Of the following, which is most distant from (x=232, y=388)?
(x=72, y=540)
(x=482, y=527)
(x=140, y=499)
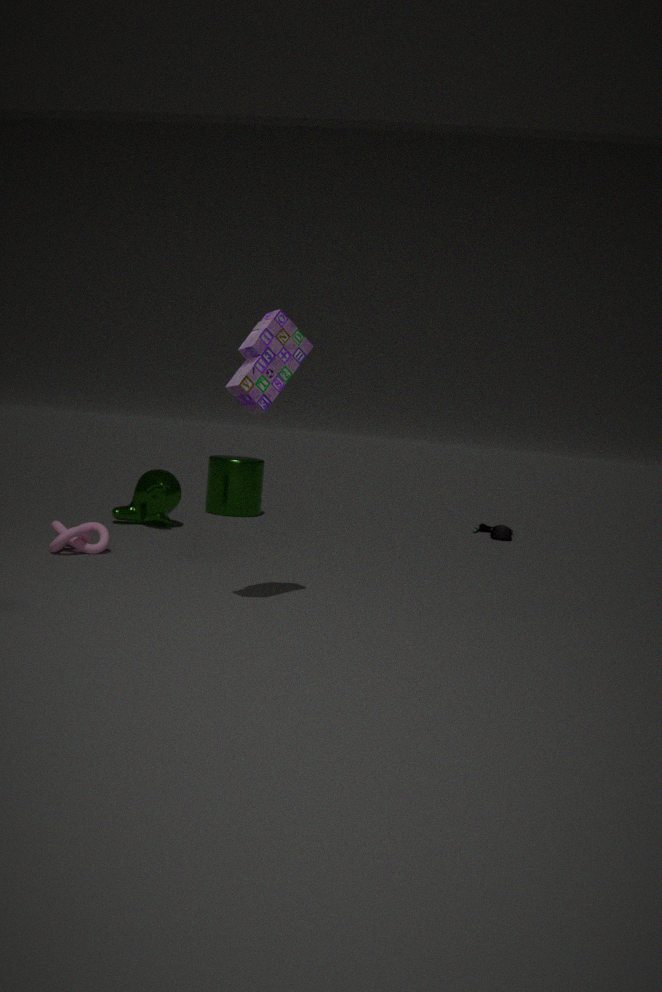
(x=482, y=527)
